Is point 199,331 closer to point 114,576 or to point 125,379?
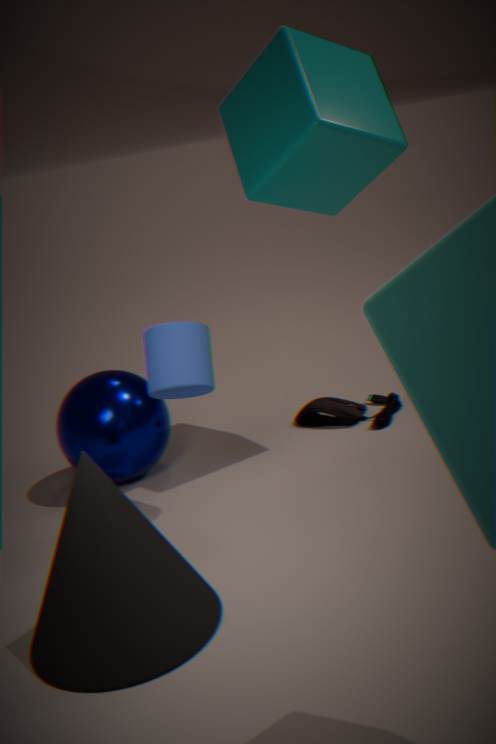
point 125,379
